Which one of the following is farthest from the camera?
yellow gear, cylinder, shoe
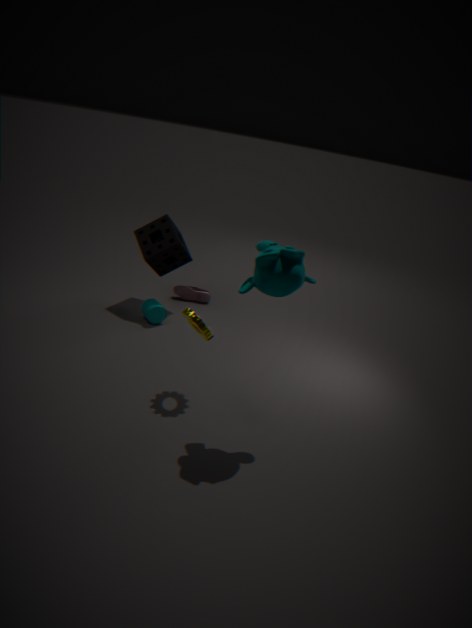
shoe
